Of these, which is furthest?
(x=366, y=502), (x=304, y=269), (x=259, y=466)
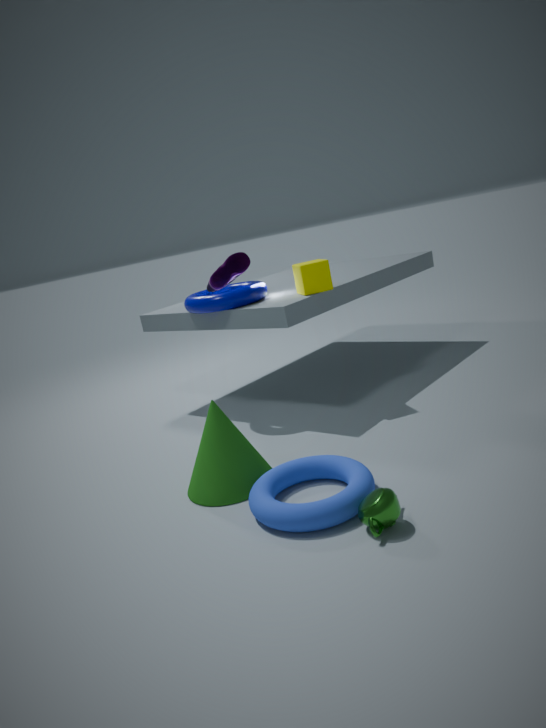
(x=304, y=269)
